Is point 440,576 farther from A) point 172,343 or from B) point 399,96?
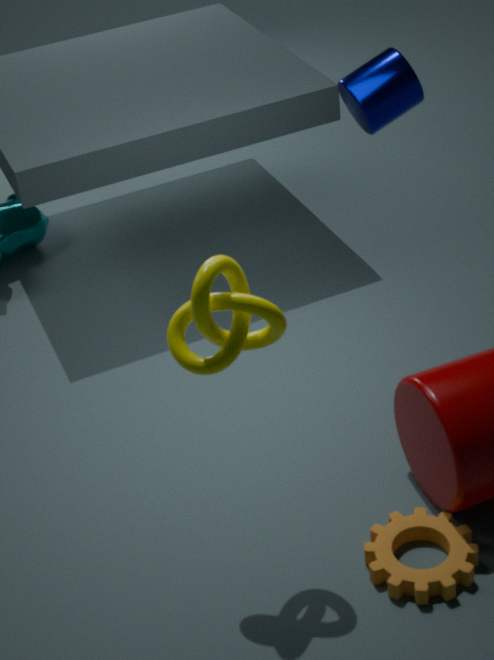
B) point 399,96
